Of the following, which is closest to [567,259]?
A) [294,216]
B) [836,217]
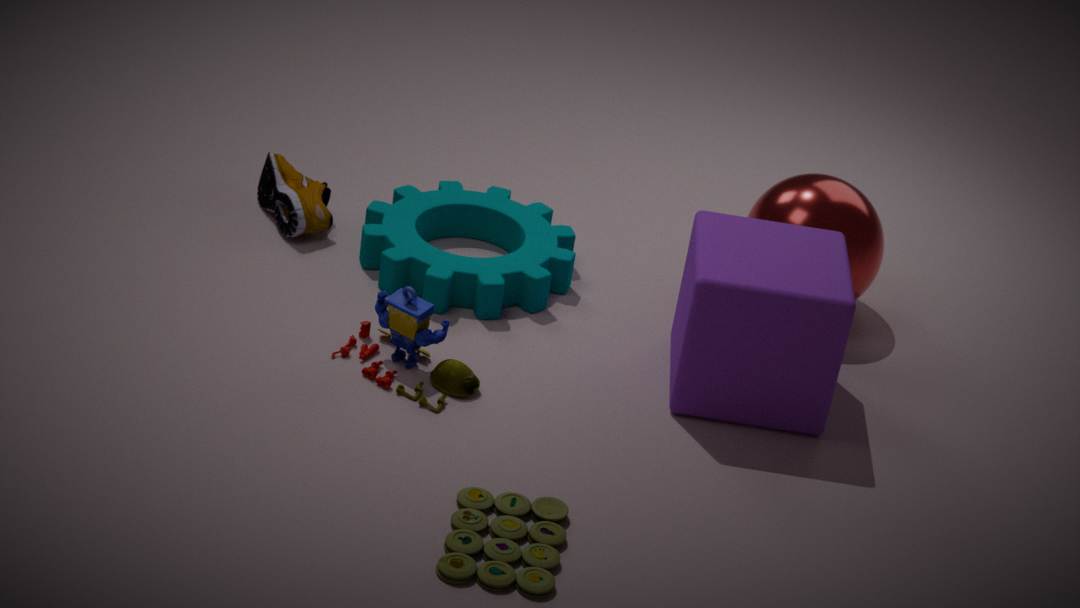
[294,216]
